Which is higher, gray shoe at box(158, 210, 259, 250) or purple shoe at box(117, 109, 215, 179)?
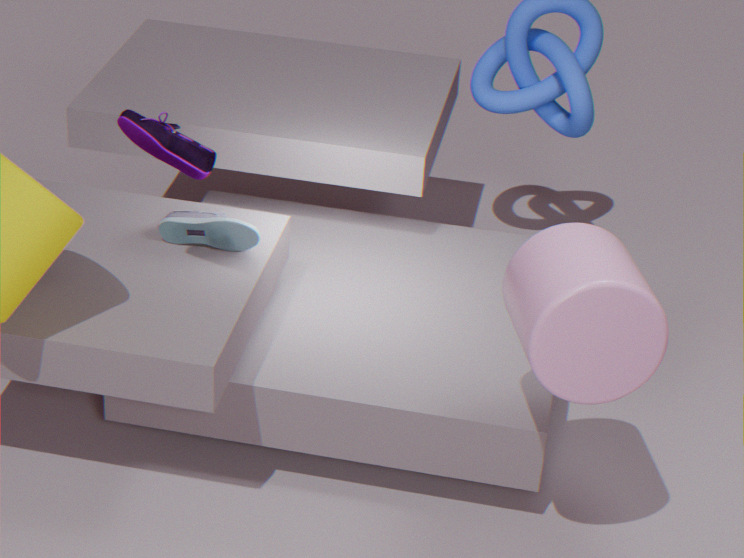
purple shoe at box(117, 109, 215, 179)
